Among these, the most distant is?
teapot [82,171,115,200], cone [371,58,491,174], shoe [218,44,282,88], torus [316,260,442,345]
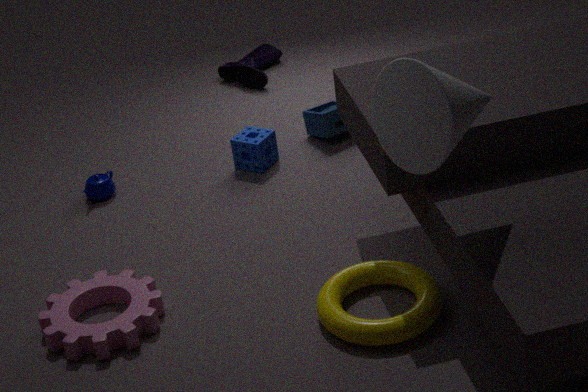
shoe [218,44,282,88]
